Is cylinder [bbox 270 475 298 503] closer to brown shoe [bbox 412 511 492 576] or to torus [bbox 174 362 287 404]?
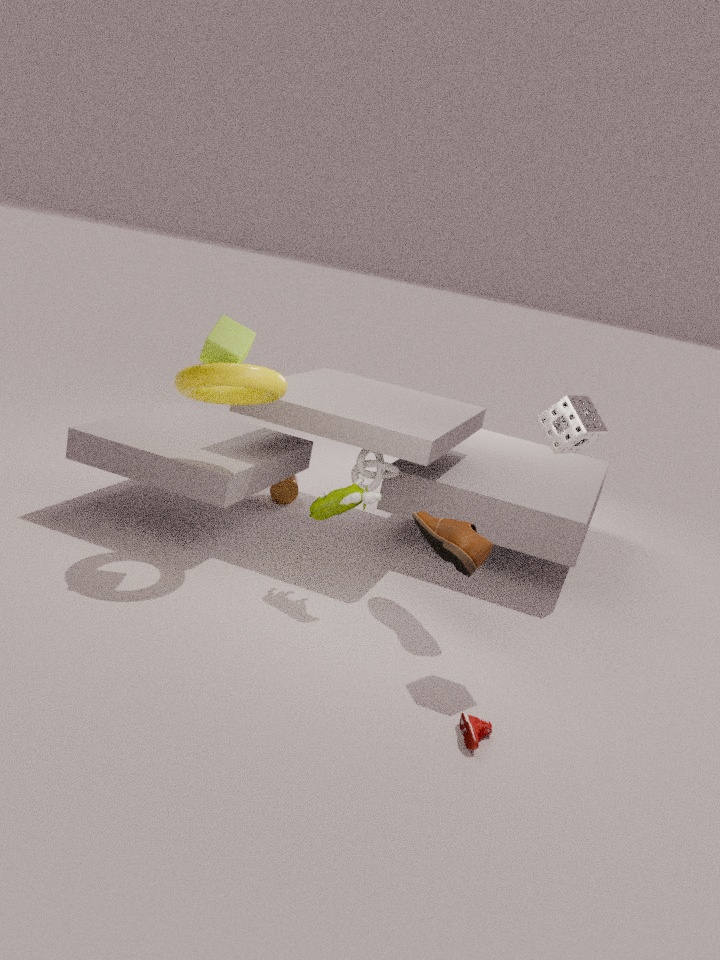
torus [bbox 174 362 287 404]
